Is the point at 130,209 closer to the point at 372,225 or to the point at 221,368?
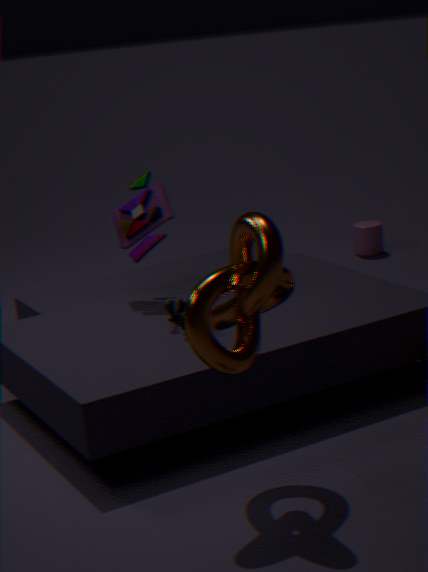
the point at 221,368
